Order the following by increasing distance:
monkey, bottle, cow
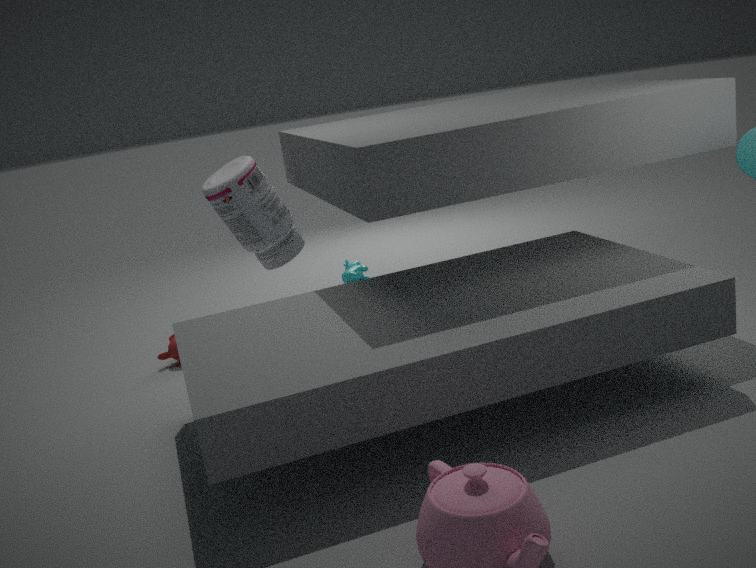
bottle, monkey, cow
